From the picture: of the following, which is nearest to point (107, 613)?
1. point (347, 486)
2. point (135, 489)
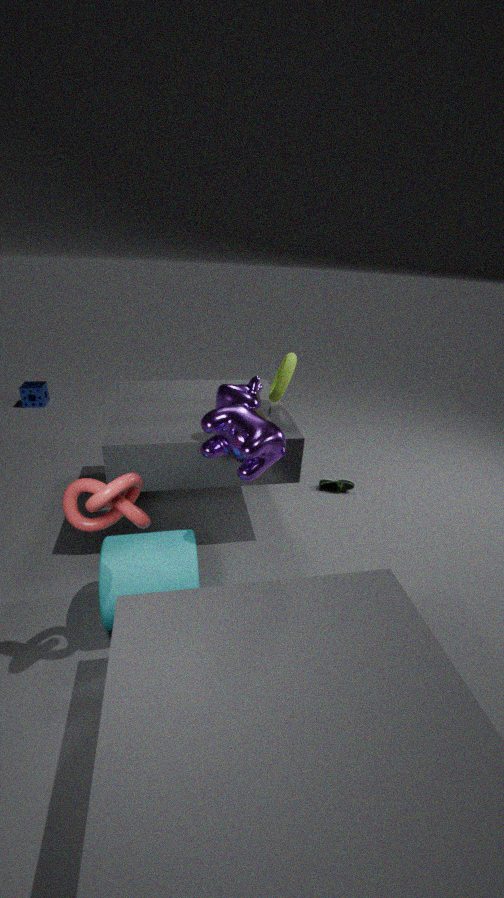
point (135, 489)
